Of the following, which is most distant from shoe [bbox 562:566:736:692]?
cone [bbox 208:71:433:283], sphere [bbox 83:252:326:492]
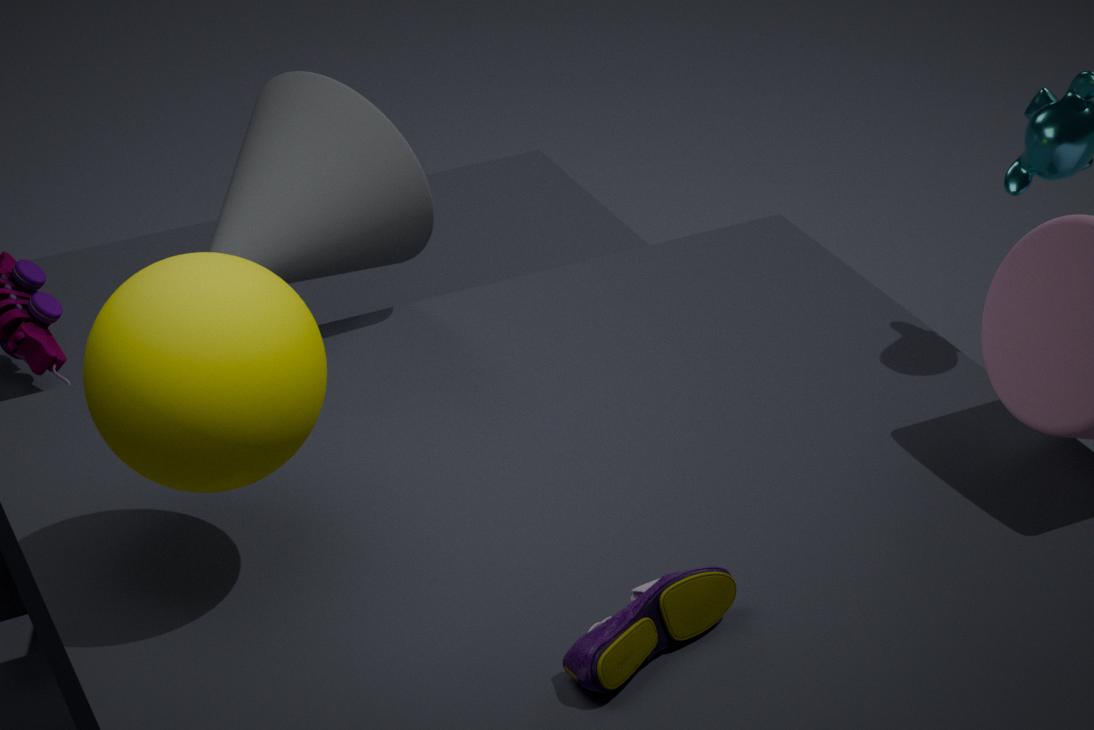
cone [bbox 208:71:433:283]
